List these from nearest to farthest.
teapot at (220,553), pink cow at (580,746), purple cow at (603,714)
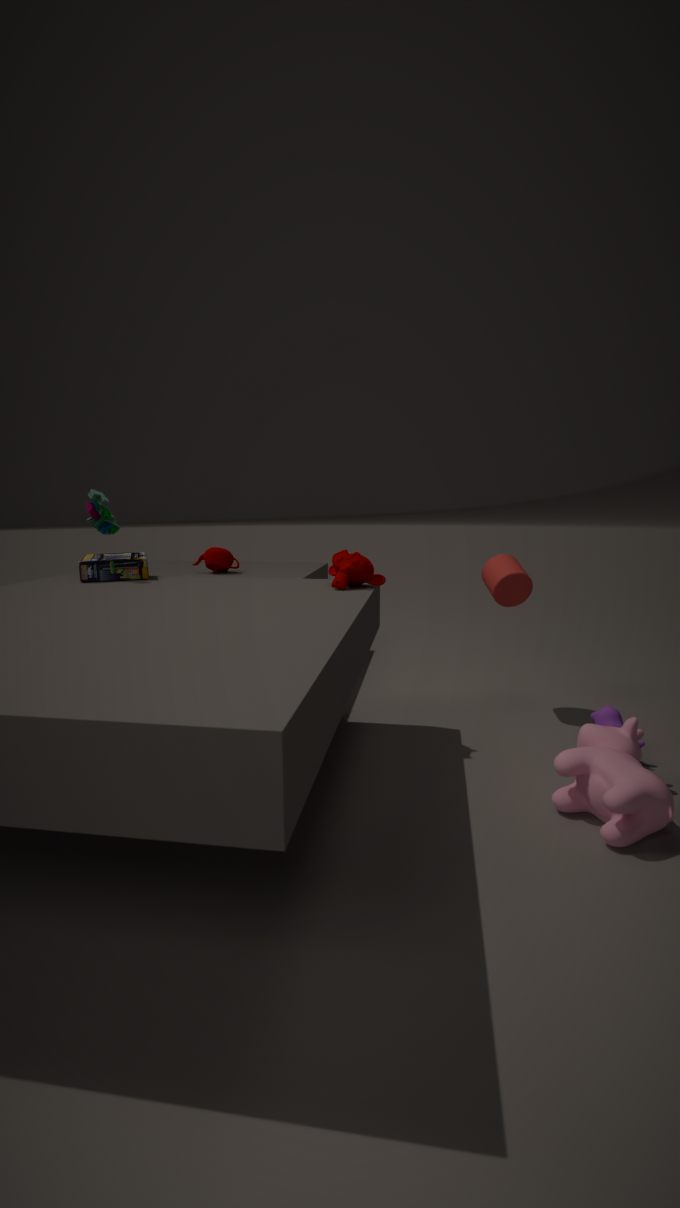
pink cow at (580,746)
purple cow at (603,714)
teapot at (220,553)
